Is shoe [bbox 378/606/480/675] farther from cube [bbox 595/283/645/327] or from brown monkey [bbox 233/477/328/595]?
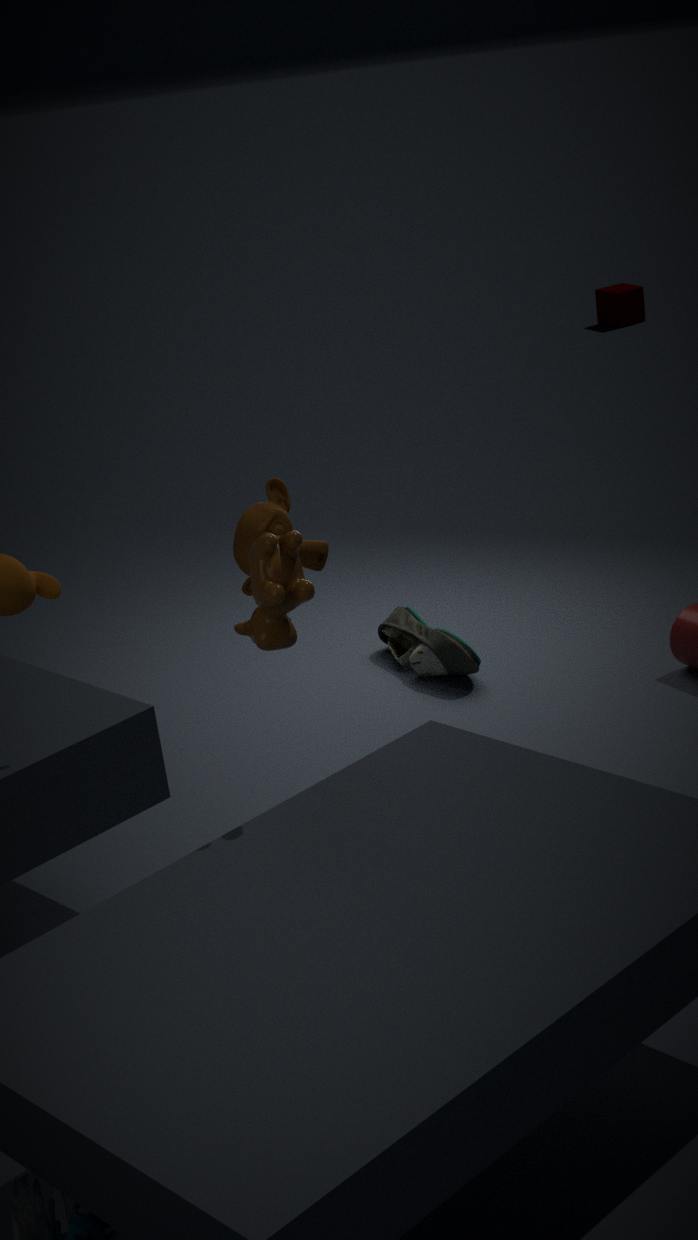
cube [bbox 595/283/645/327]
